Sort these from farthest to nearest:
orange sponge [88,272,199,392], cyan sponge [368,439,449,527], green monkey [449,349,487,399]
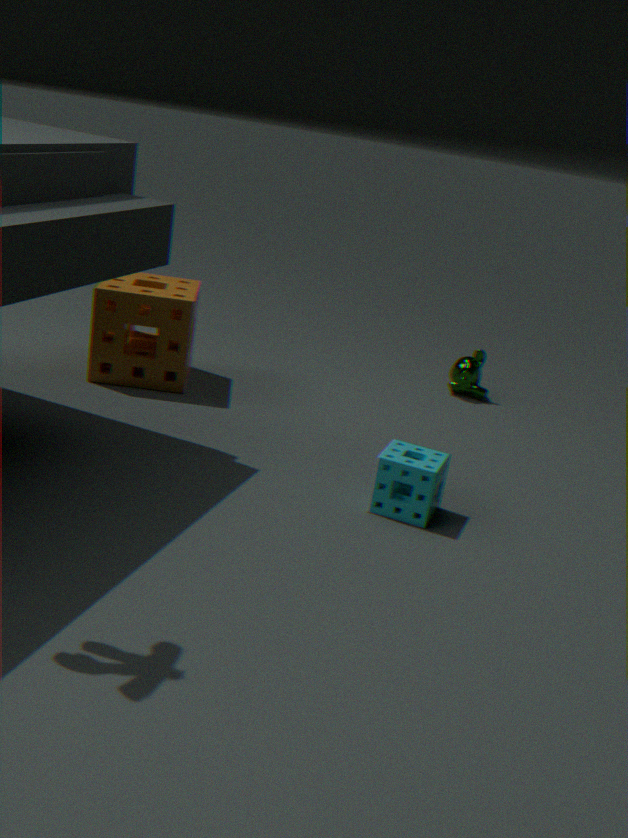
1. green monkey [449,349,487,399]
2. orange sponge [88,272,199,392]
3. cyan sponge [368,439,449,527]
